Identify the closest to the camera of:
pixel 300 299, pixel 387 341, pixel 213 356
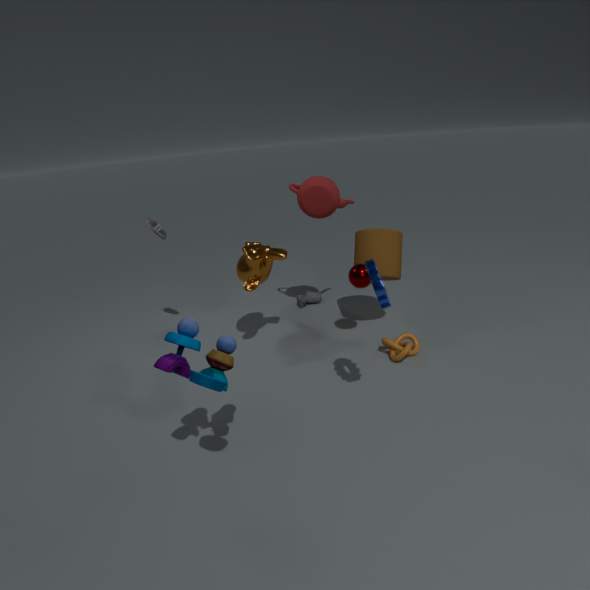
pixel 213 356
